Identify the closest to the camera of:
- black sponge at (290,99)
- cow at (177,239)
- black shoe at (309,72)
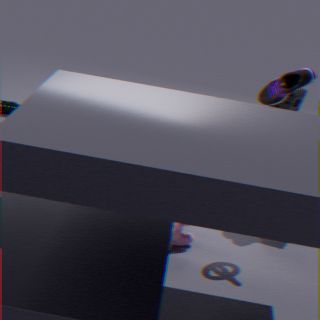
cow at (177,239)
